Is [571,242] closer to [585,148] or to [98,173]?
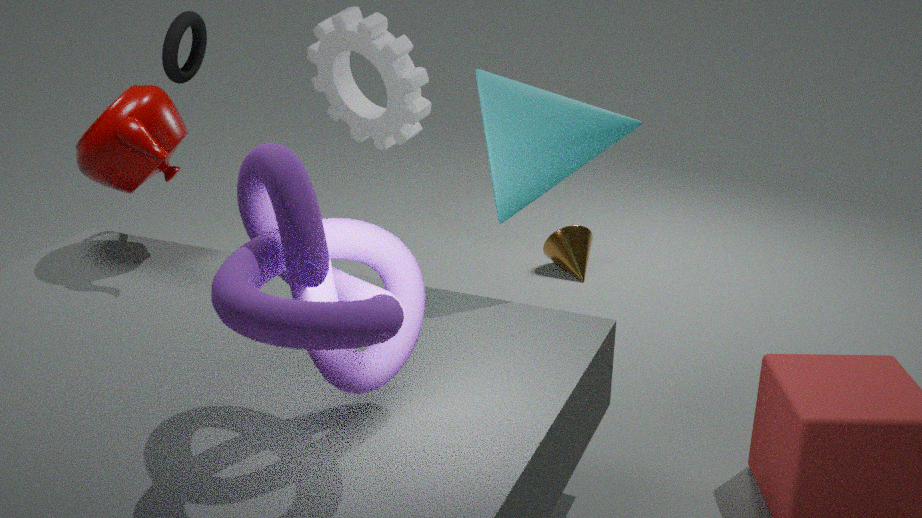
[585,148]
